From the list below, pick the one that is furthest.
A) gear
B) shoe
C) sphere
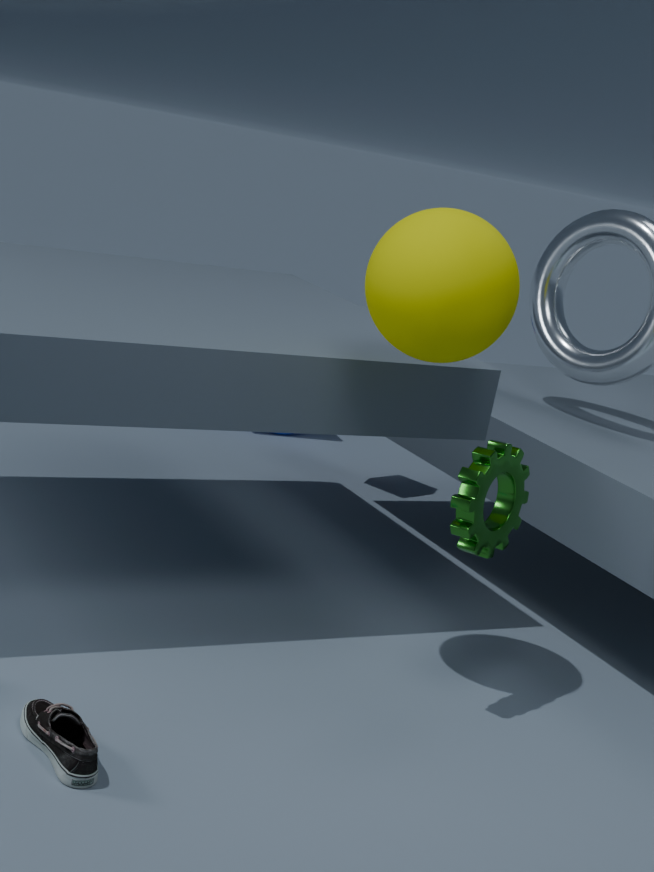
gear
